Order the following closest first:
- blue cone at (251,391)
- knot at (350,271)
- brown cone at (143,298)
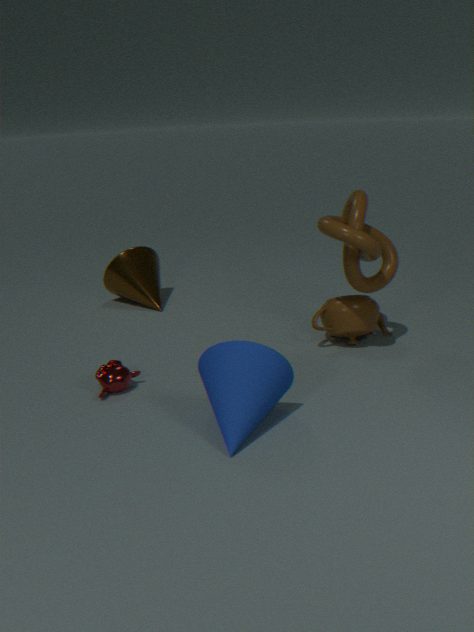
blue cone at (251,391) → knot at (350,271) → brown cone at (143,298)
